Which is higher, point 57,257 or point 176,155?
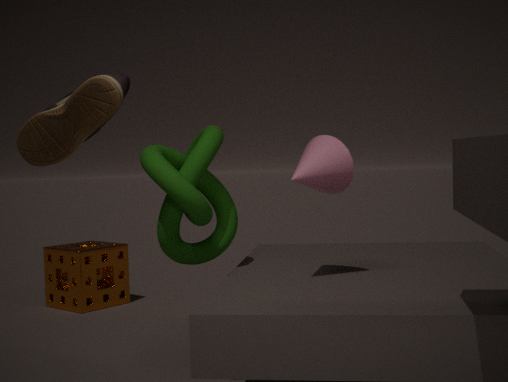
point 176,155
